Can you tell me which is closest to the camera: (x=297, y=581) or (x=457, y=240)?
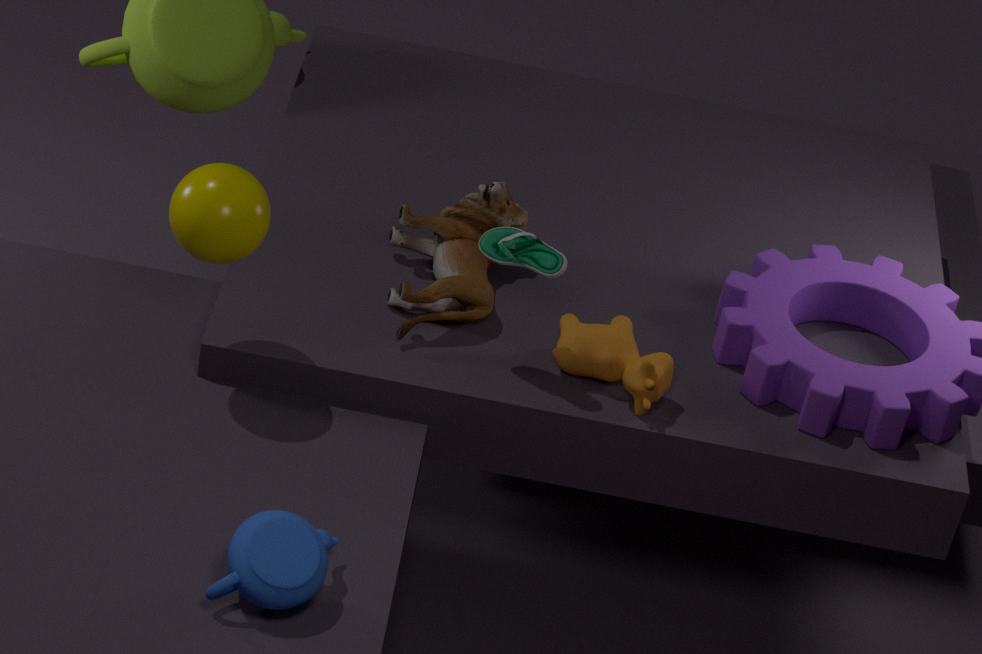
(x=297, y=581)
